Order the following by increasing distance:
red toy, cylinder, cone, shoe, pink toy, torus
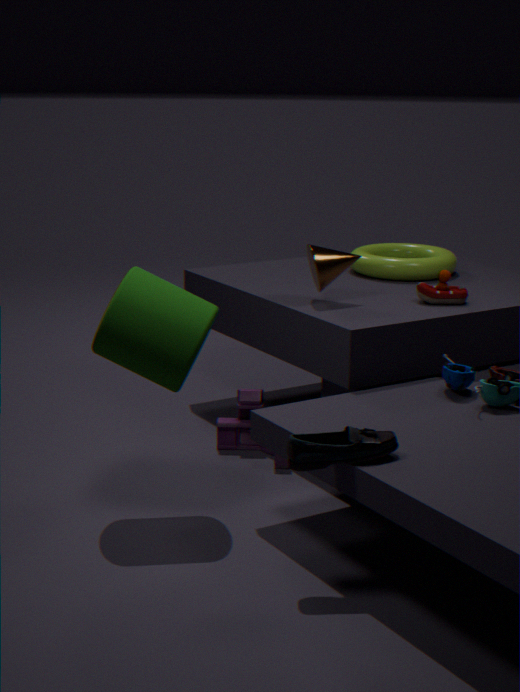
shoe, cylinder, cone, red toy, pink toy, torus
